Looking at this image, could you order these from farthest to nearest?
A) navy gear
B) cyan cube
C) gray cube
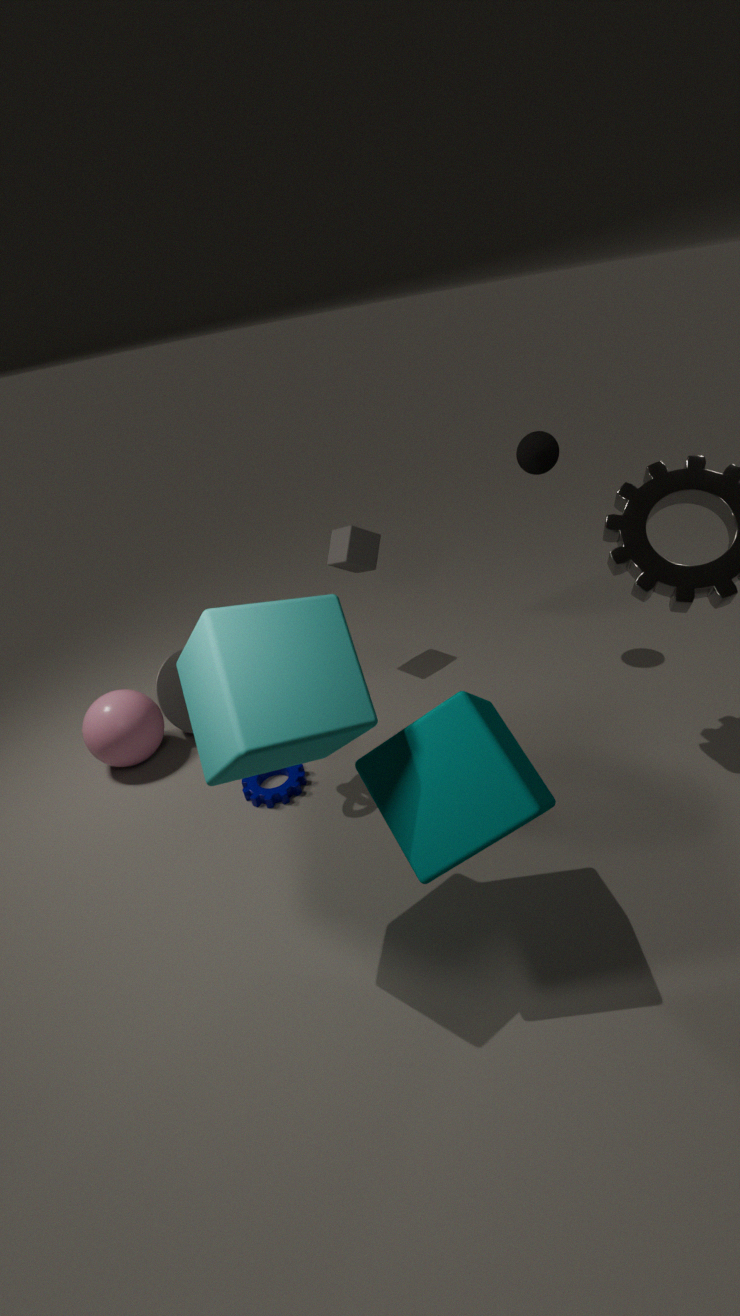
1. gray cube
2. navy gear
3. cyan cube
